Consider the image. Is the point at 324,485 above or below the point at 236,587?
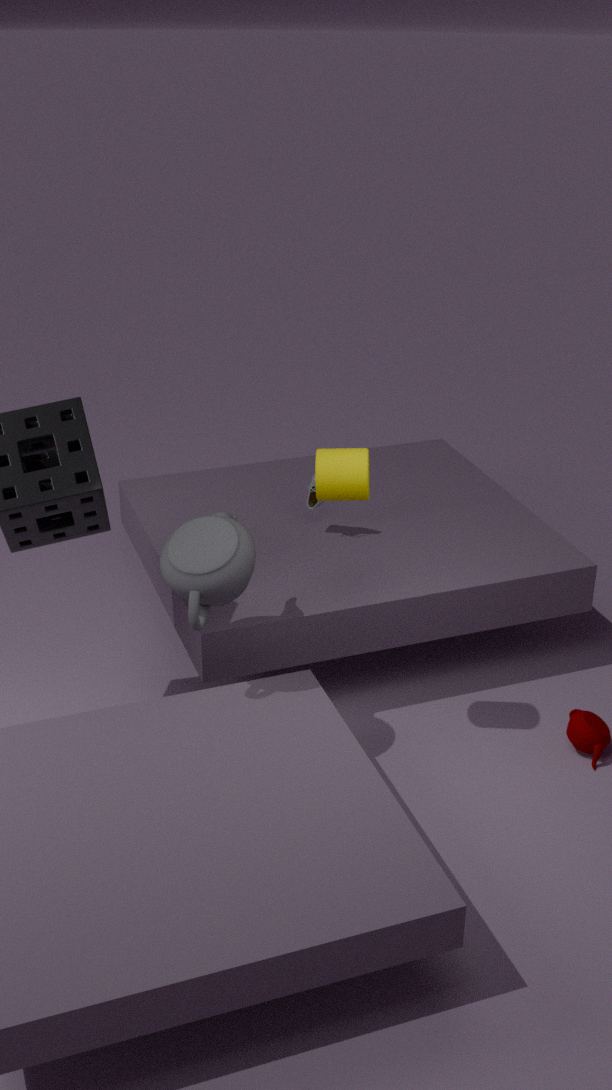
above
